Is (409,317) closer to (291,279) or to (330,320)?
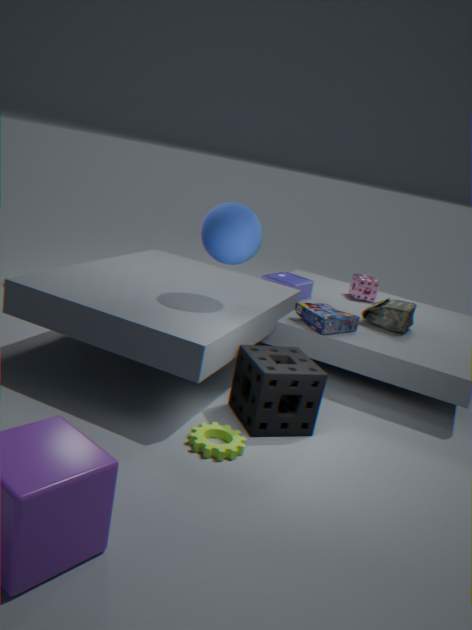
(330,320)
